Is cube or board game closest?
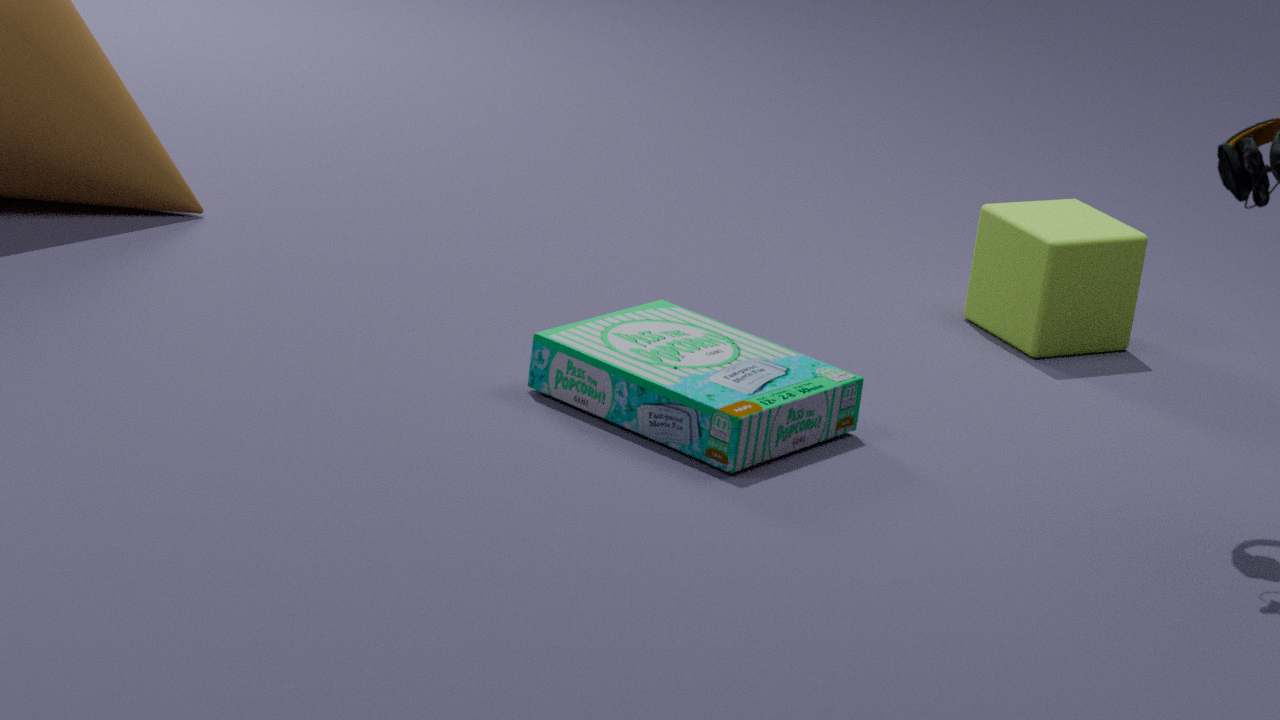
board game
